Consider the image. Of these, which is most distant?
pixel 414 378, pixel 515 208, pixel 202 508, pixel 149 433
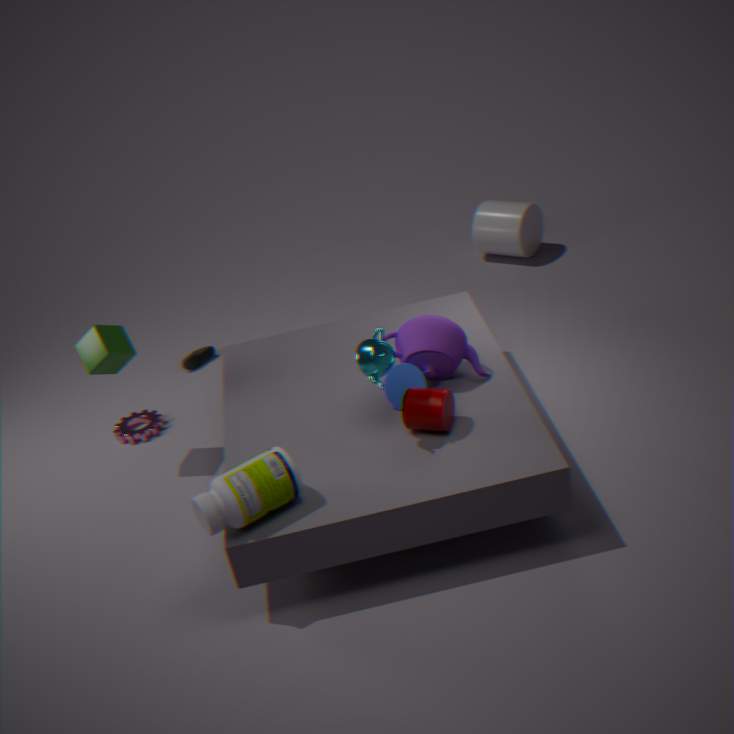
pixel 515 208
